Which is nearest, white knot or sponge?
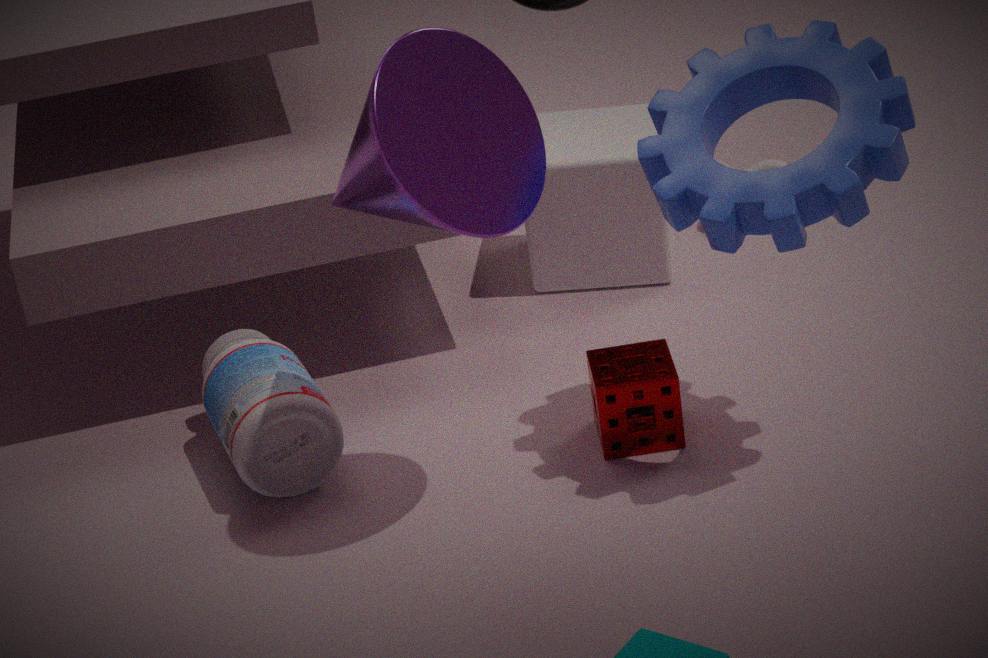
sponge
